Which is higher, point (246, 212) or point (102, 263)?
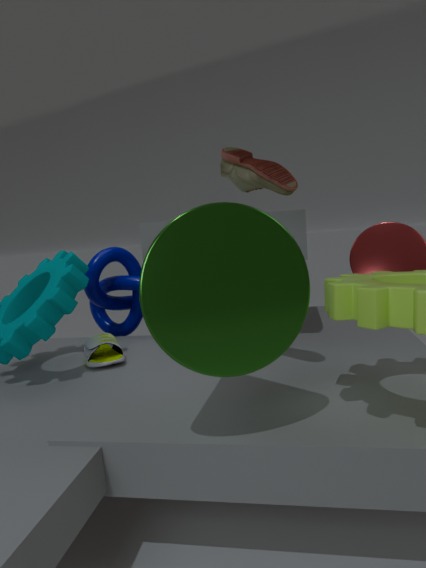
point (246, 212)
